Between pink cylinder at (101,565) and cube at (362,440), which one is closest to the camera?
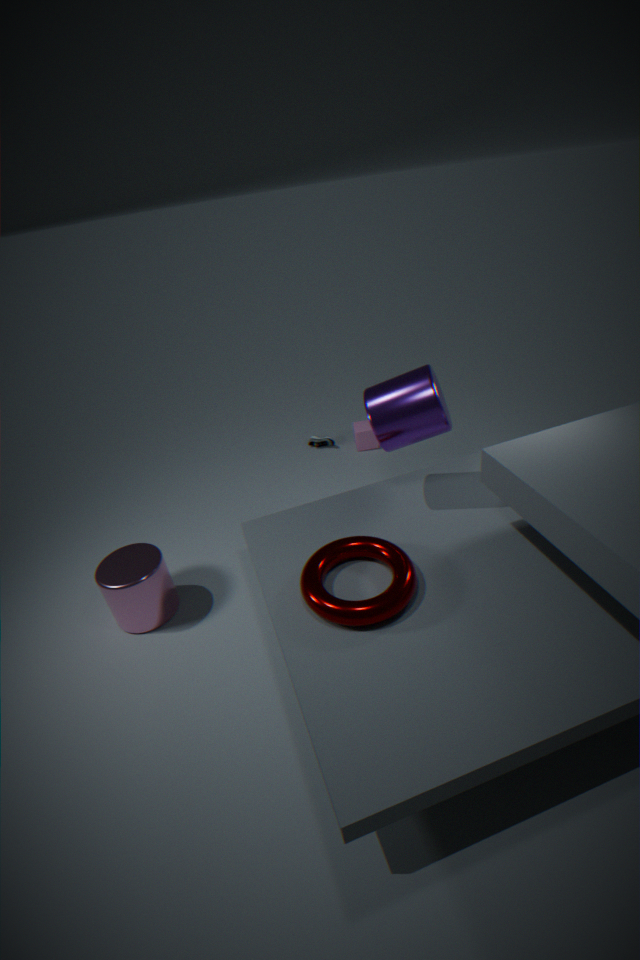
pink cylinder at (101,565)
